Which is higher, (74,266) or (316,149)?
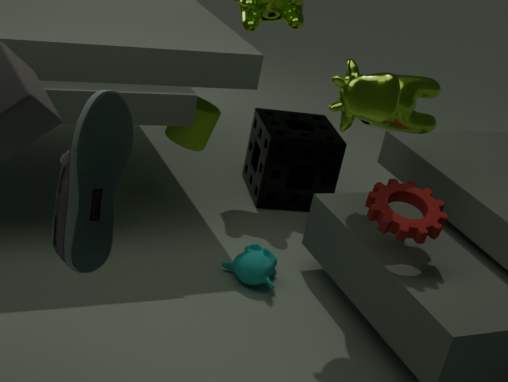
(74,266)
